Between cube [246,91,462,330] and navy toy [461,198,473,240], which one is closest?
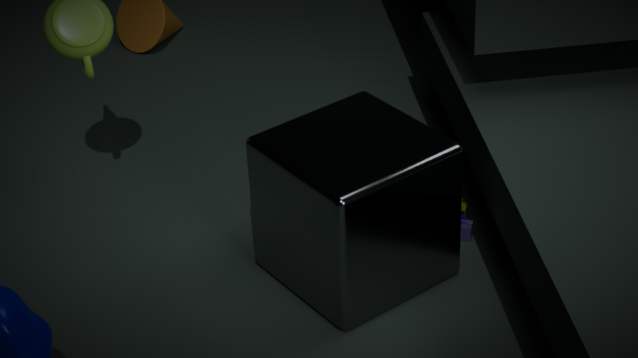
cube [246,91,462,330]
